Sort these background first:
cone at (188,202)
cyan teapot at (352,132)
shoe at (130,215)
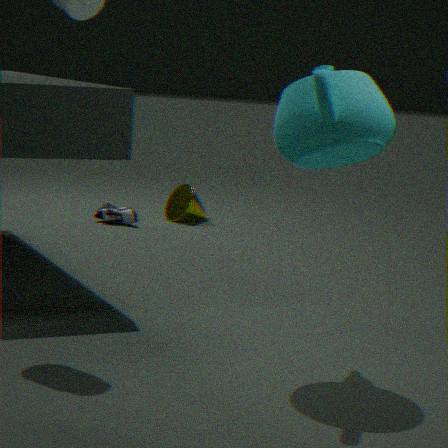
cone at (188,202)
shoe at (130,215)
cyan teapot at (352,132)
